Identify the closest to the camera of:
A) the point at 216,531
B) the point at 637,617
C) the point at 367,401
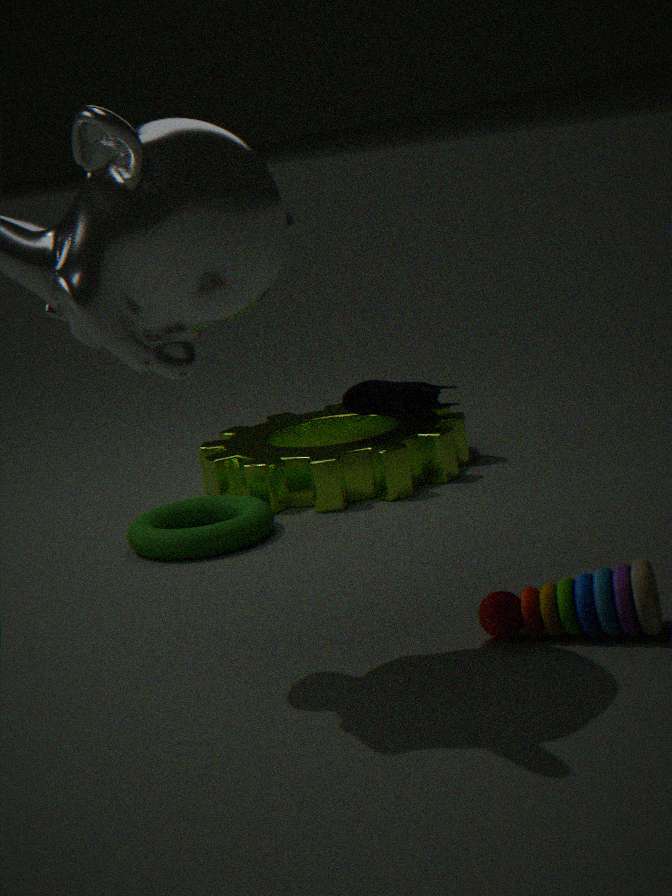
B. the point at 637,617
